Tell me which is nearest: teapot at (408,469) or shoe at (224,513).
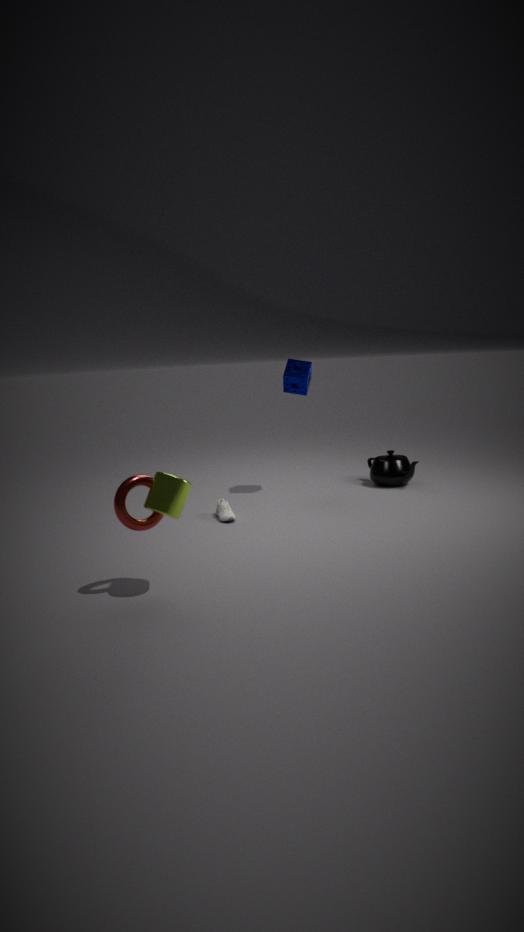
shoe at (224,513)
